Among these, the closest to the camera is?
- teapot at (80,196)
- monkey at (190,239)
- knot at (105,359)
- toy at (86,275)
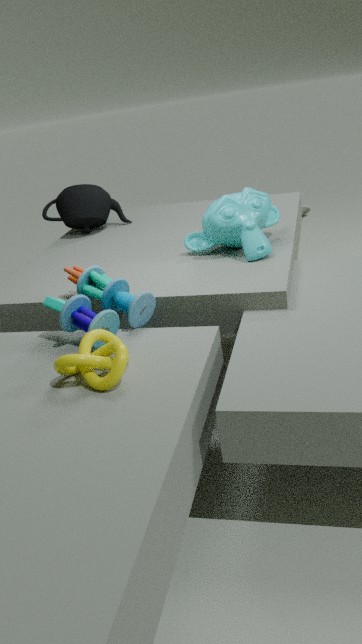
knot at (105,359)
